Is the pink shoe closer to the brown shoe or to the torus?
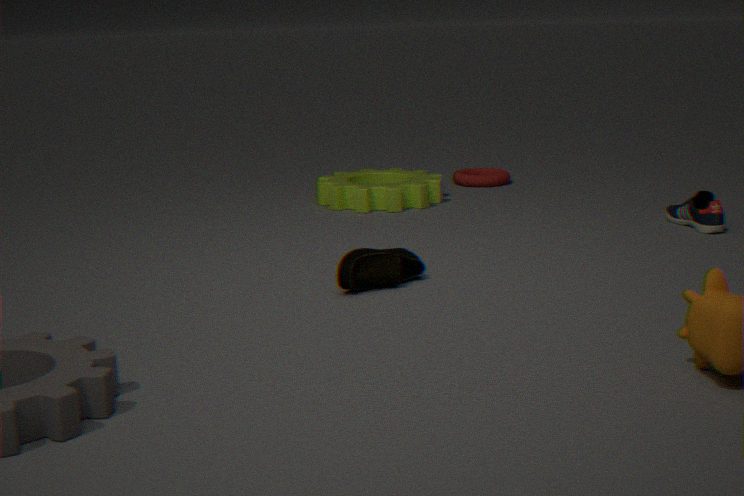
the torus
